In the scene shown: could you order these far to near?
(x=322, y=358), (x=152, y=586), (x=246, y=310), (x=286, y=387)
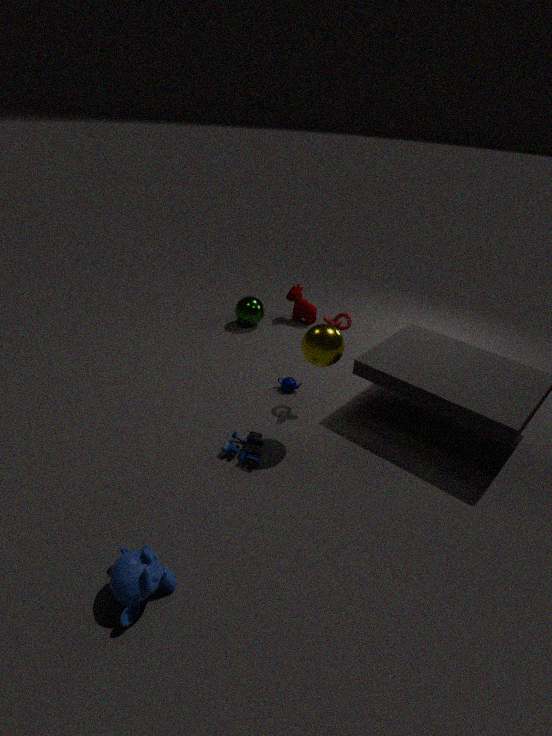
(x=246, y=310) < (x=286, y=387) < (x=322, y=358) < (x=152, y=586)
